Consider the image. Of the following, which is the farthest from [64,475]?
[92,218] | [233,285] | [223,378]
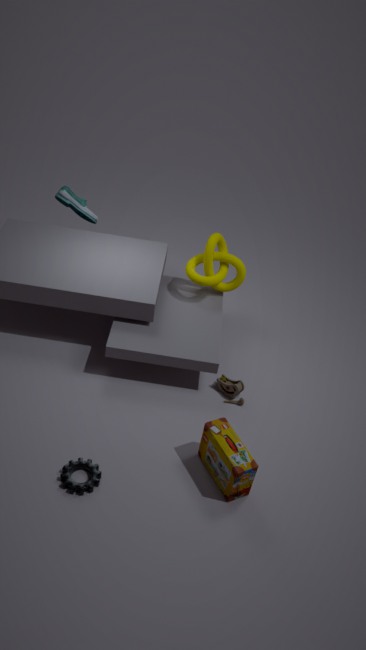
[92,218]
